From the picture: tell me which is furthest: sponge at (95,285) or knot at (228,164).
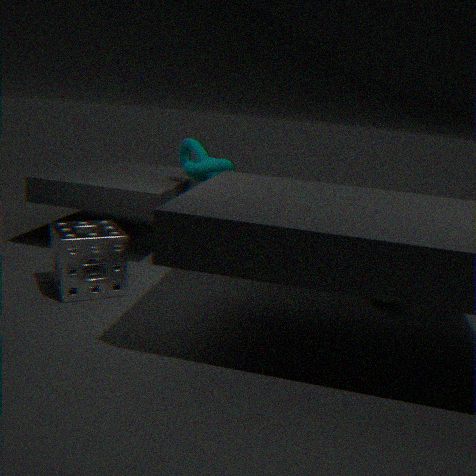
knot at (228,164)
